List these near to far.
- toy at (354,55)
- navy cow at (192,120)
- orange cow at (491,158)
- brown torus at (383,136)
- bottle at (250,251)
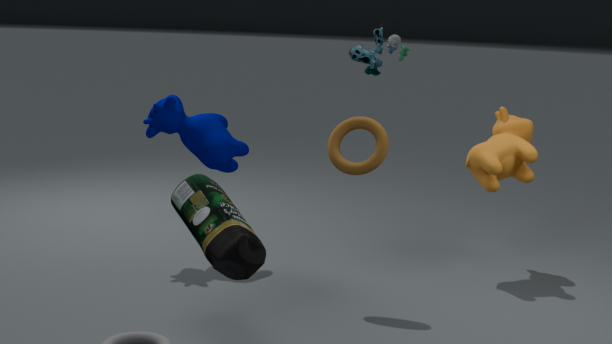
bottle at (250,251)
toy at (354,55)
brown torus at (383,136)
orange cow at (491,158)
navy cow at (192,120)
